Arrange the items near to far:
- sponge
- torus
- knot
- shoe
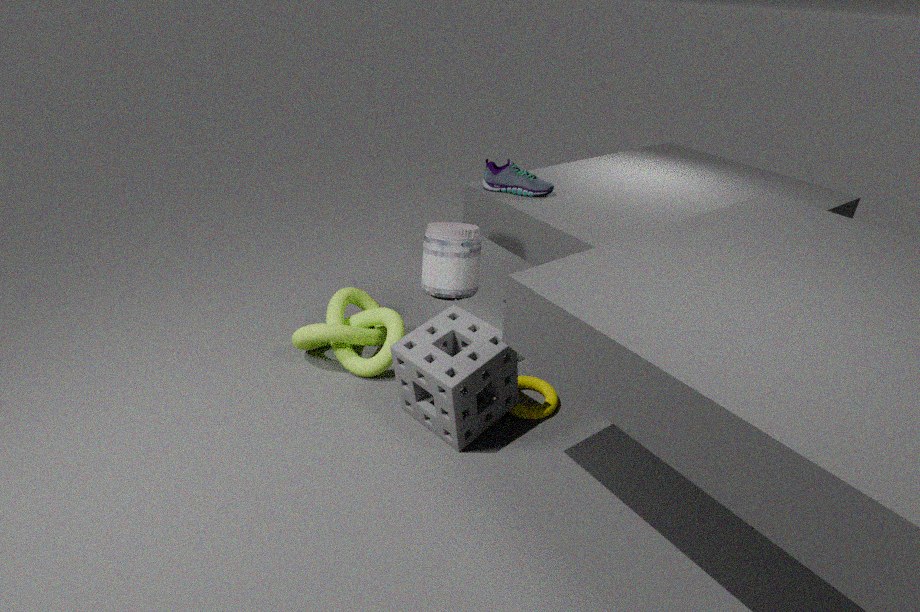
sponge < torus < knot < shoe
